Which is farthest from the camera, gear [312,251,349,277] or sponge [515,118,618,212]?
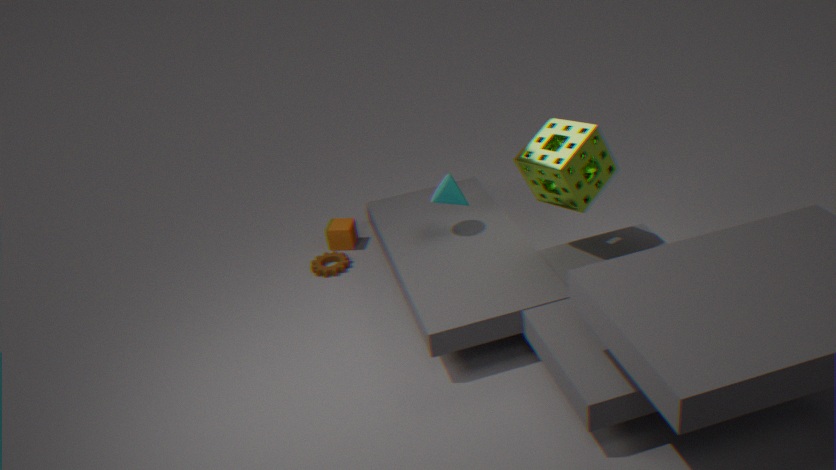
gear [312,251,349,277]
